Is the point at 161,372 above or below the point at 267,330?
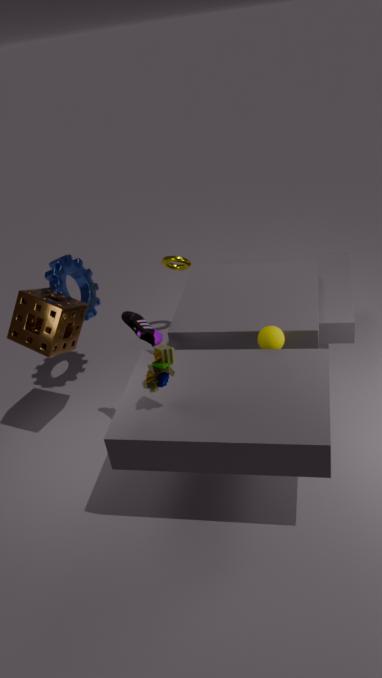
above
